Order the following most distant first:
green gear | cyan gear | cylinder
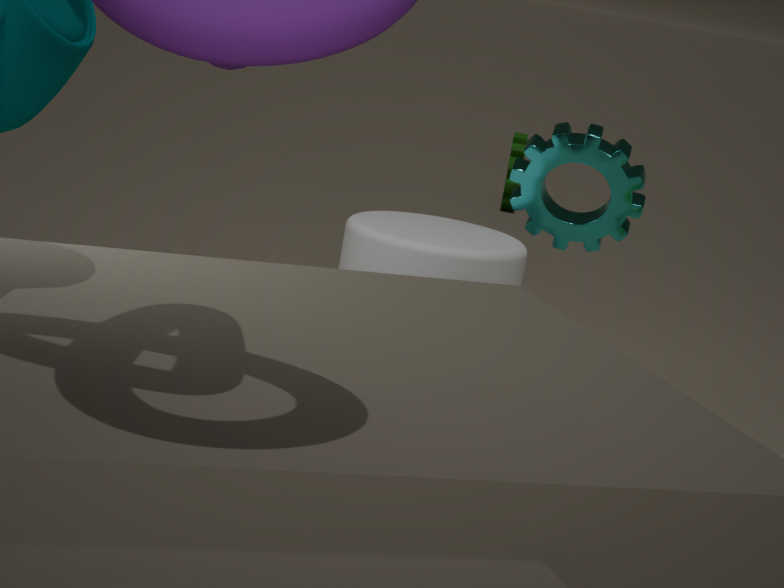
green gear → cyan gear → cylinder
